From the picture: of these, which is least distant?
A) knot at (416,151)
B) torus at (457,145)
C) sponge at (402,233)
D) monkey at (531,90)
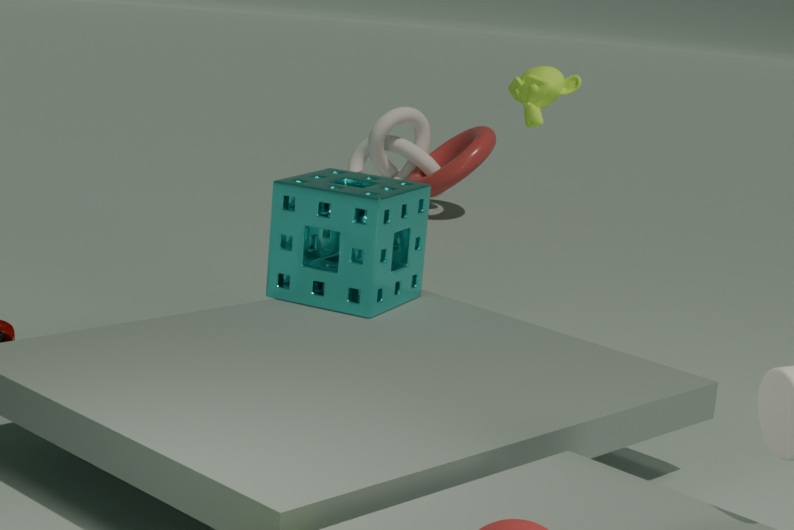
C. sponge at (402,233)
